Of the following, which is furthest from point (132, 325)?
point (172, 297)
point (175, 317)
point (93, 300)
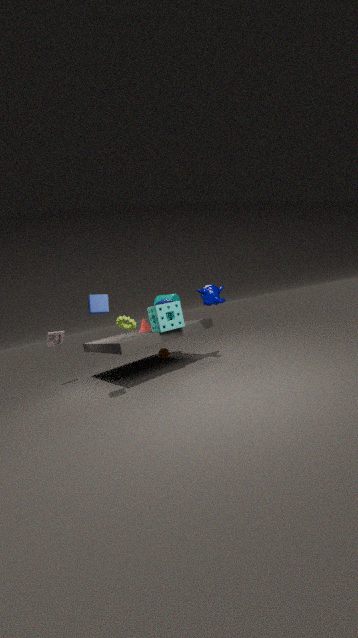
point (172, 297)
